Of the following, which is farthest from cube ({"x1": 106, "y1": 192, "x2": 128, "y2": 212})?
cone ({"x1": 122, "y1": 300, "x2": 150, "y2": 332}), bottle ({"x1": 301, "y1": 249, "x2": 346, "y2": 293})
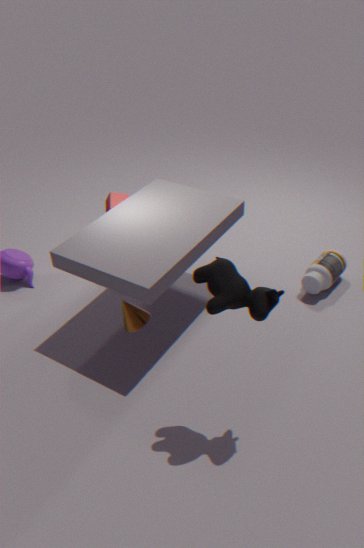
bottle ({"x1": 301, "y1": 249, "x2": 346, "y2": 293})
